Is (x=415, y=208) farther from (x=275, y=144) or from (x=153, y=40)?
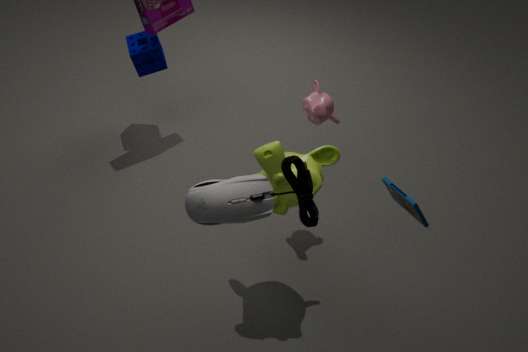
(x=153, y=40)
